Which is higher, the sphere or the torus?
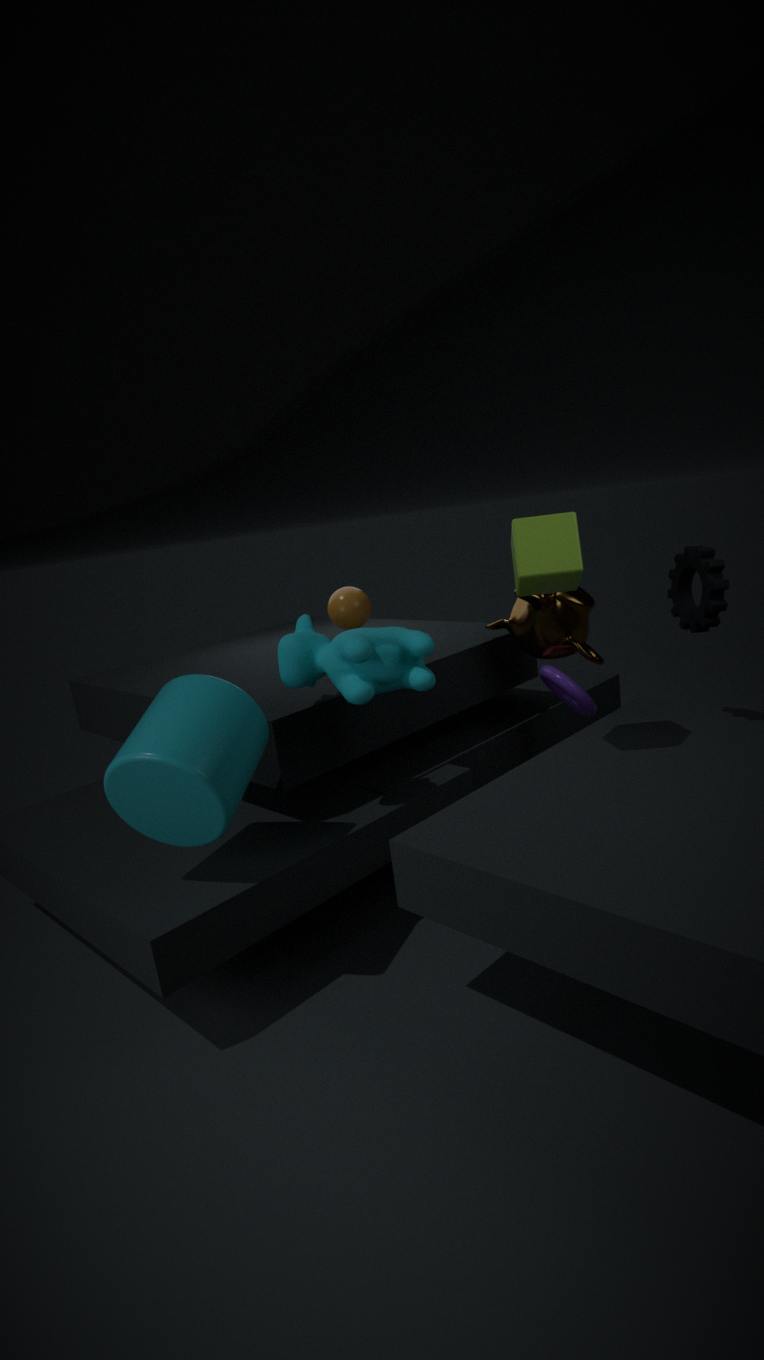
the sphere
